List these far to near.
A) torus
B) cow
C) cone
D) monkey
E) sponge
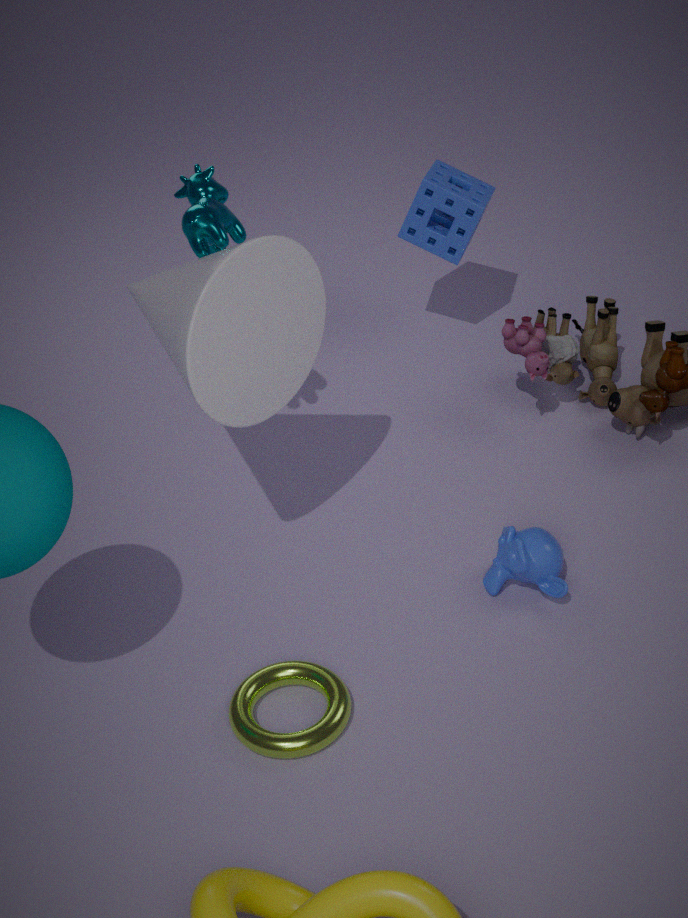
1. sponge
2. monkey
3. cow
4. torus
5. cone
